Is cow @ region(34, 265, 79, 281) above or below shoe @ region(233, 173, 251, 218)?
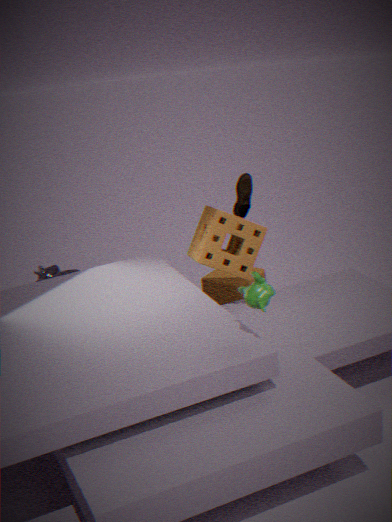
below
